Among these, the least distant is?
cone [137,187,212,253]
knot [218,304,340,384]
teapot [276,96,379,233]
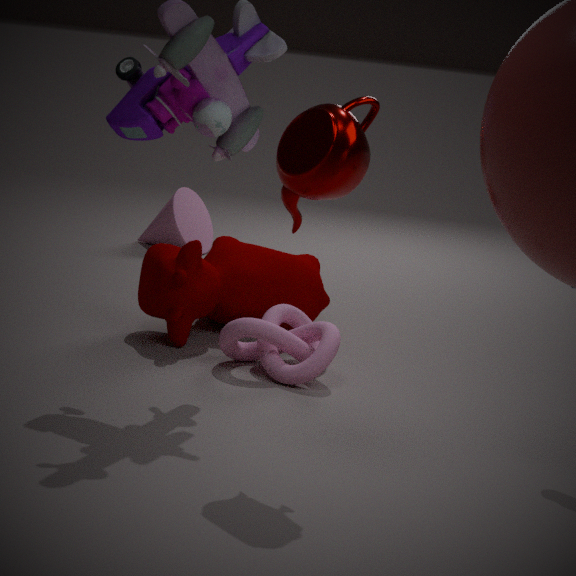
teapot [276,96,379,233]
